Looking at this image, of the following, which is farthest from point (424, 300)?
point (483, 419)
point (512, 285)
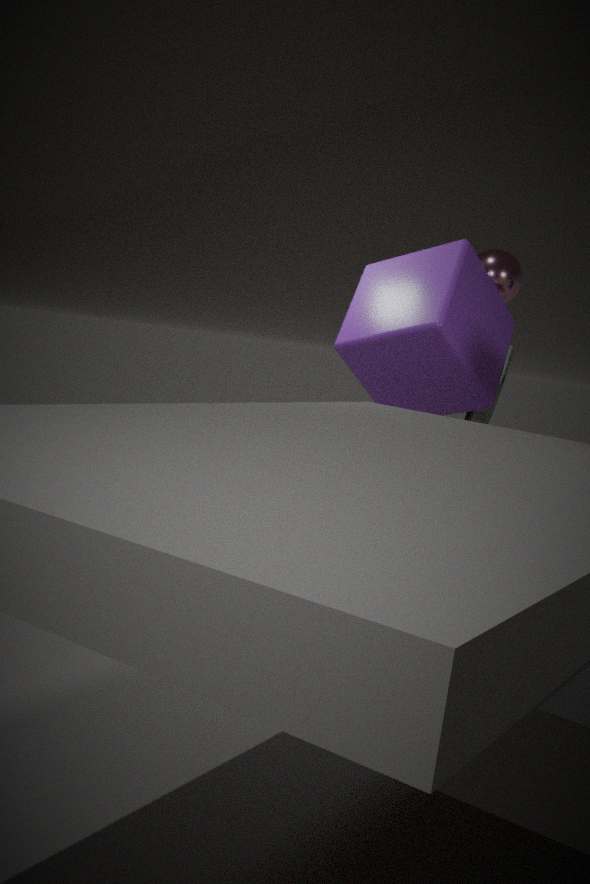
point (483, 419)
